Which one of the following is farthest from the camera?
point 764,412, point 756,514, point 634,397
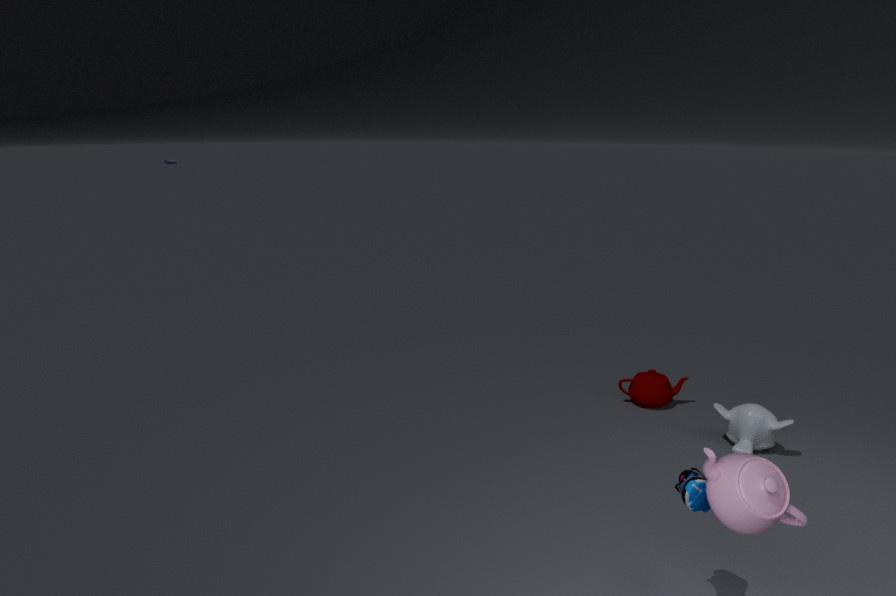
point 634,397
